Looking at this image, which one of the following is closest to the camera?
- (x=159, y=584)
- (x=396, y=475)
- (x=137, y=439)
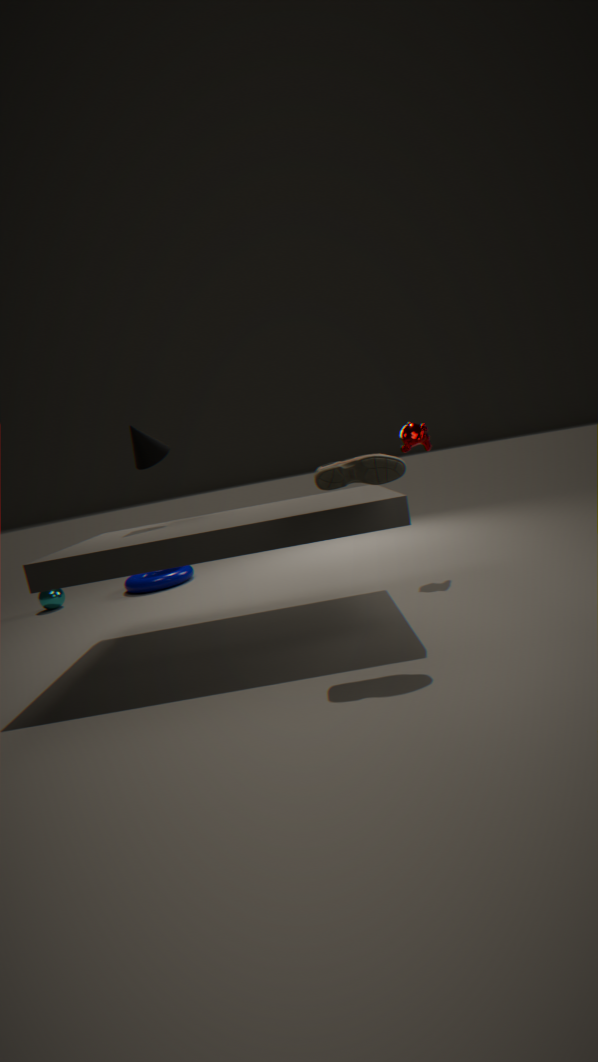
(x=396, y=475)
